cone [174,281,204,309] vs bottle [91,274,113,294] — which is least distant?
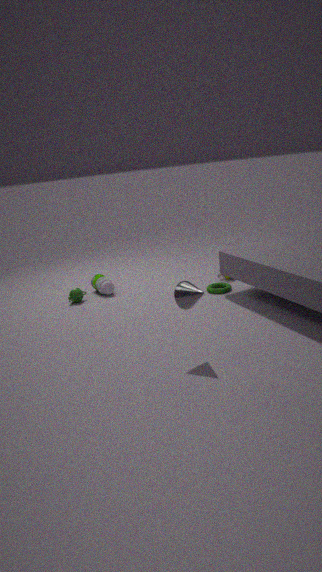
cone [174,281,204,309]
